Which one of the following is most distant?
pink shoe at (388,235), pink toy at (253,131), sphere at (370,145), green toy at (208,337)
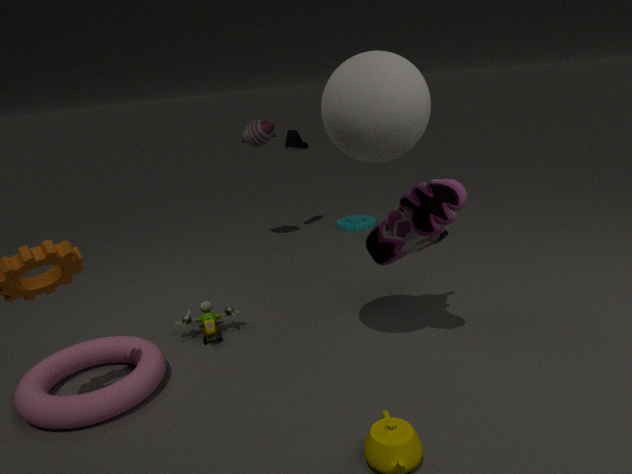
pink toy at (253,131)
